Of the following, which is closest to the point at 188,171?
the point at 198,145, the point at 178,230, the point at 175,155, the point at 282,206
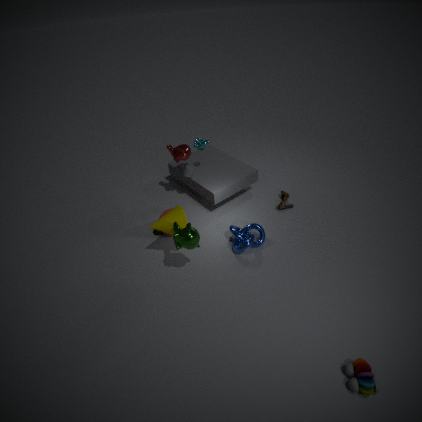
the point at 175,155
